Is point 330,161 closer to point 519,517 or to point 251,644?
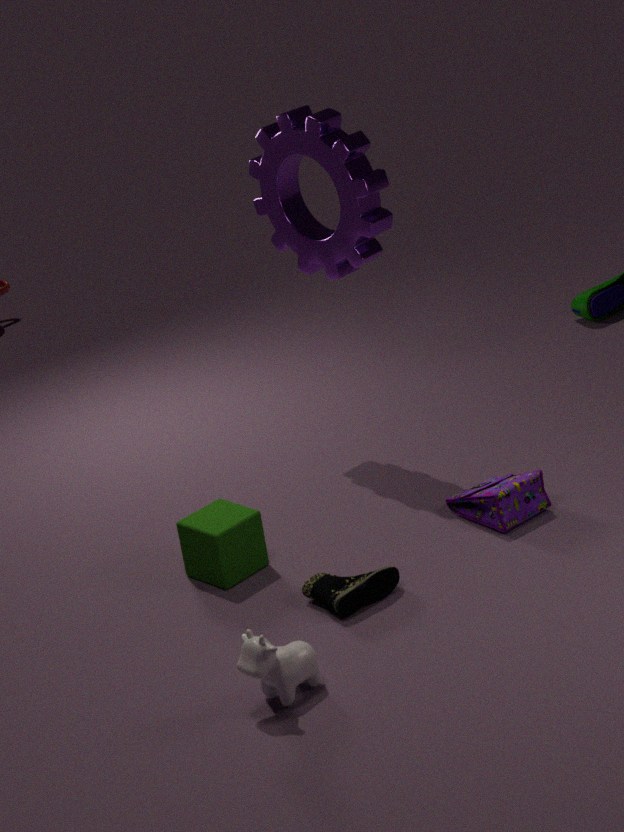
point 519,517
